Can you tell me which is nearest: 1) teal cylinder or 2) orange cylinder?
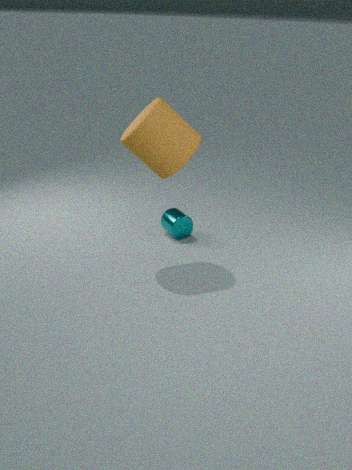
2. orange cylinder
